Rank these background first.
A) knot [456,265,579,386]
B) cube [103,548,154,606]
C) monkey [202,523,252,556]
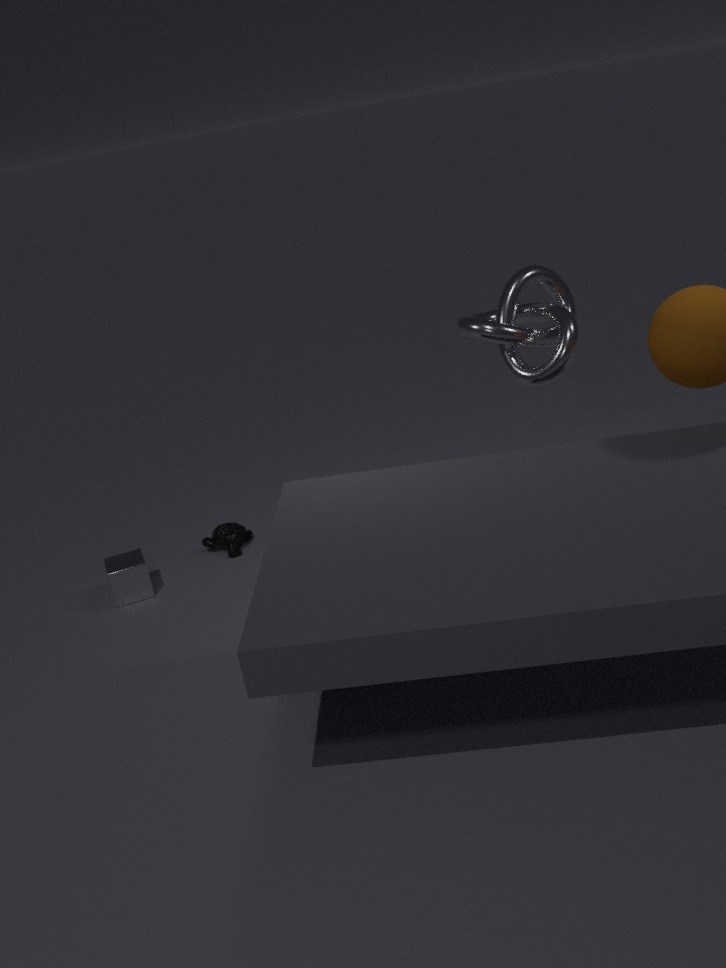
monkey [202,523,252,556] → cube [103,548,154,606] → knot [456,265,579,386]
